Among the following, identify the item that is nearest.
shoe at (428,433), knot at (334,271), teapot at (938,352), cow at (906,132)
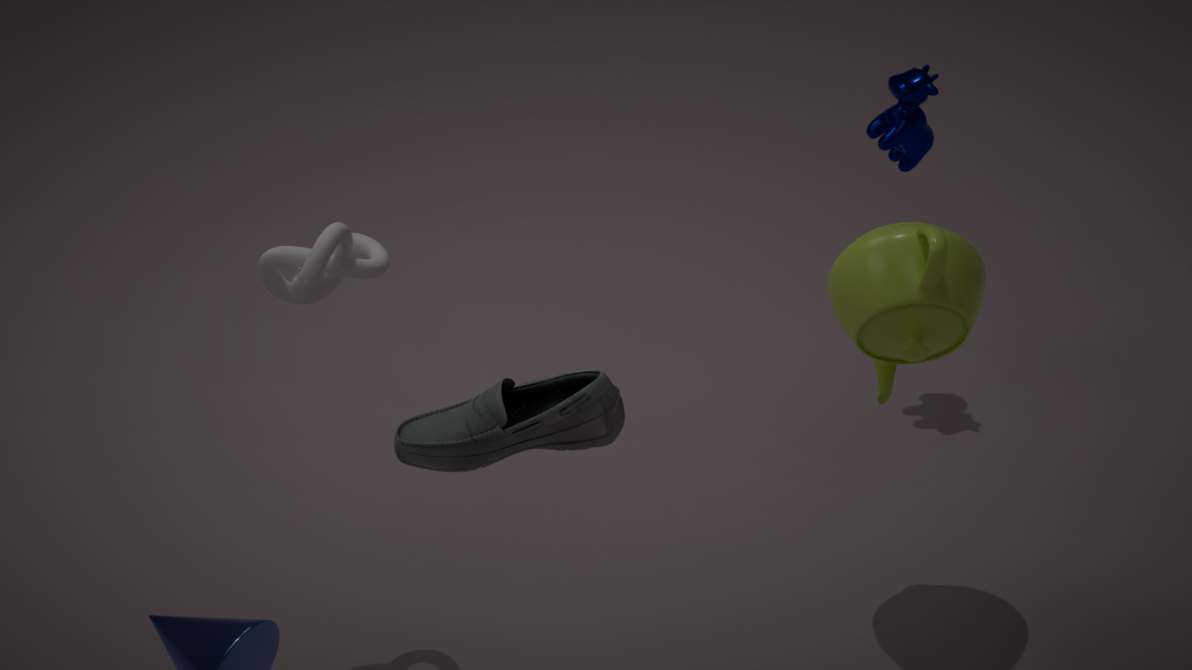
shoe at (428,433)
